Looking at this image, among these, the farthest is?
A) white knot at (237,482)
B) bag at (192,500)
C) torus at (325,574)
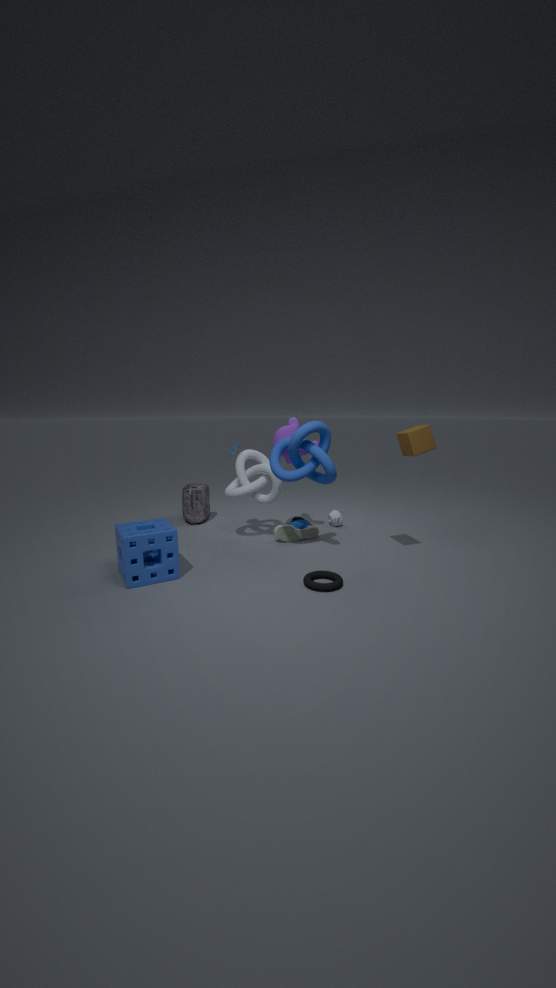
bag at (192,500)
